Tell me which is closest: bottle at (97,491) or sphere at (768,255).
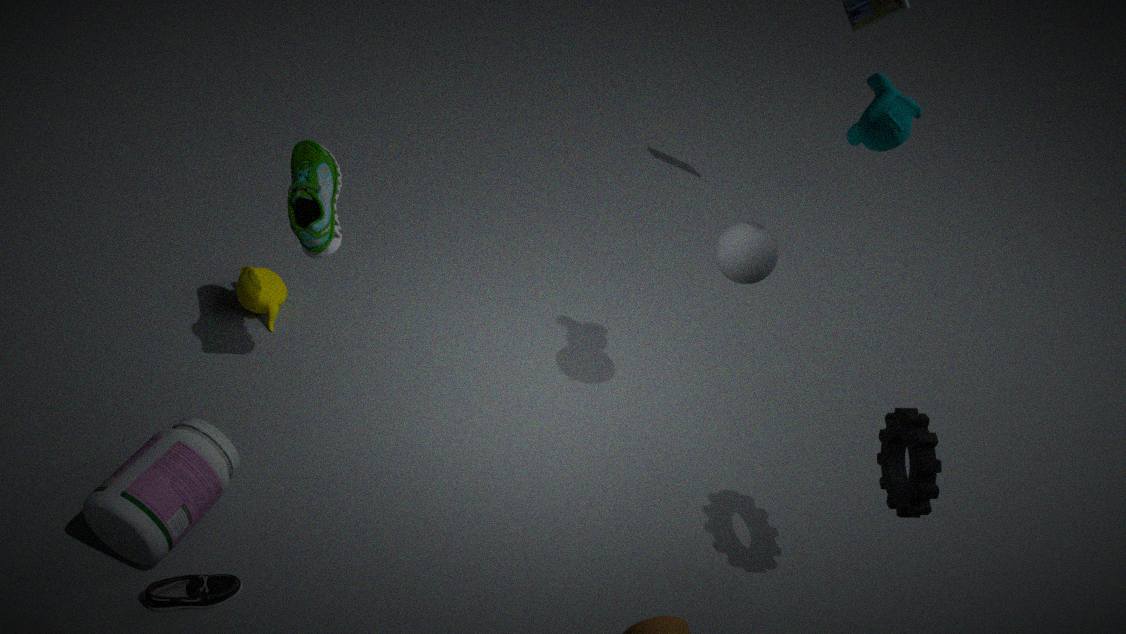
bottle at (97,491)
